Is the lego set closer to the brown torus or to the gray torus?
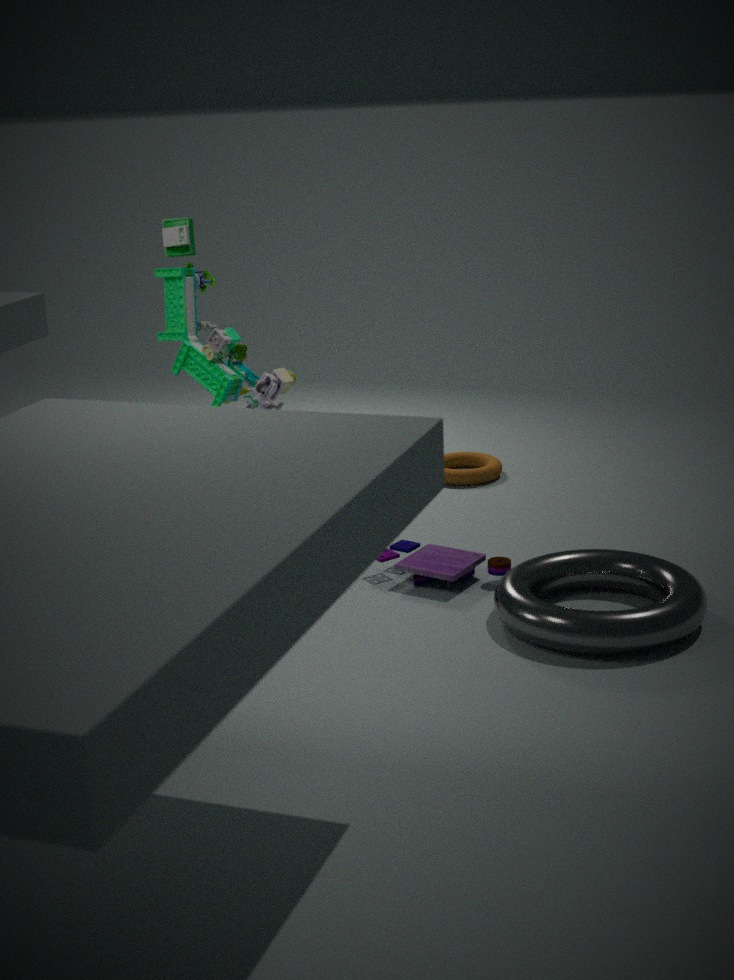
the gray torus
